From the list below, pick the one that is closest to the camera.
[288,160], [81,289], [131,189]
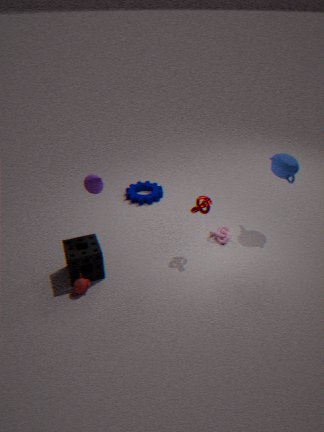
[81,289]
